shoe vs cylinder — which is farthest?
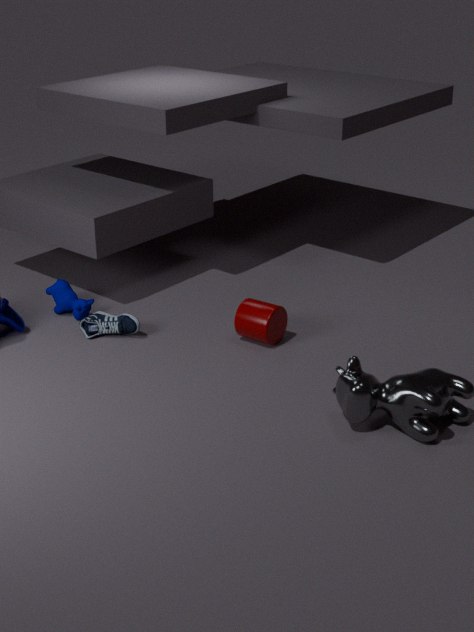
shoe
